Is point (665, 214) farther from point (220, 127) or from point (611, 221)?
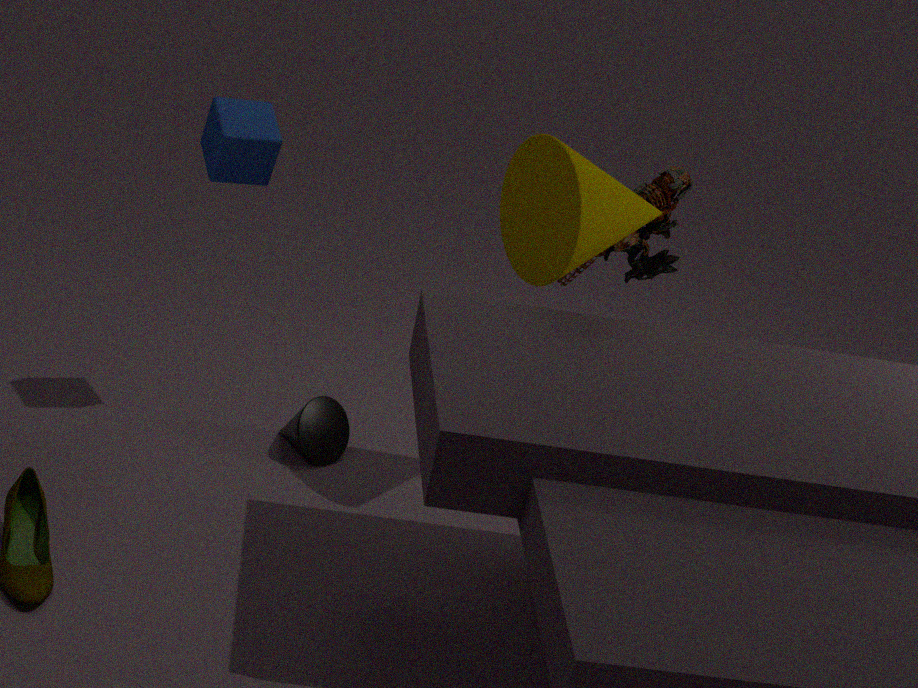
point (220, 127)
